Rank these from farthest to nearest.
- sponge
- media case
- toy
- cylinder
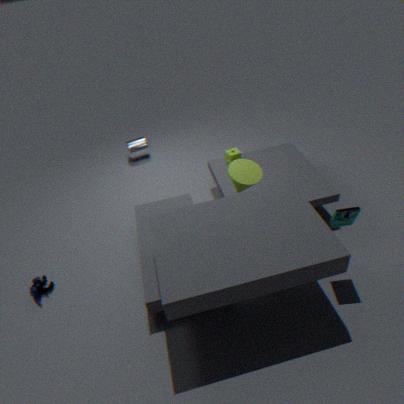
cylinder
sponge
toy
media case
